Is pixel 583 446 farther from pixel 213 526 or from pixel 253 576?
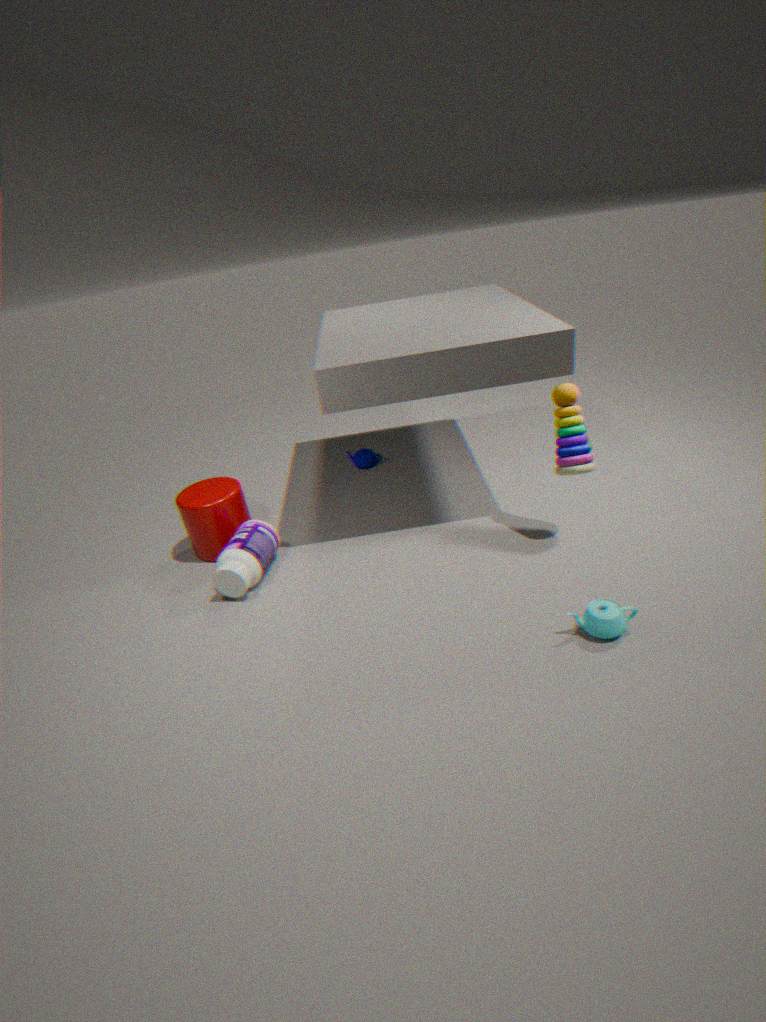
pixel 213 526
